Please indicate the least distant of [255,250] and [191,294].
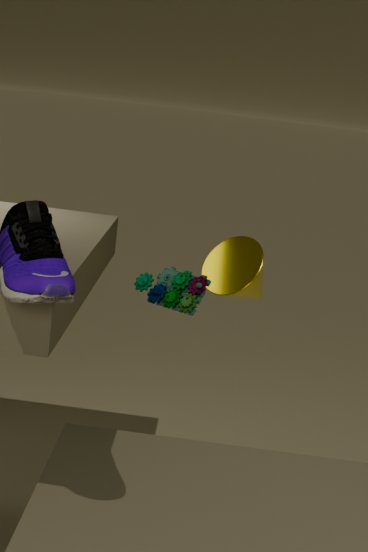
[191,294]
